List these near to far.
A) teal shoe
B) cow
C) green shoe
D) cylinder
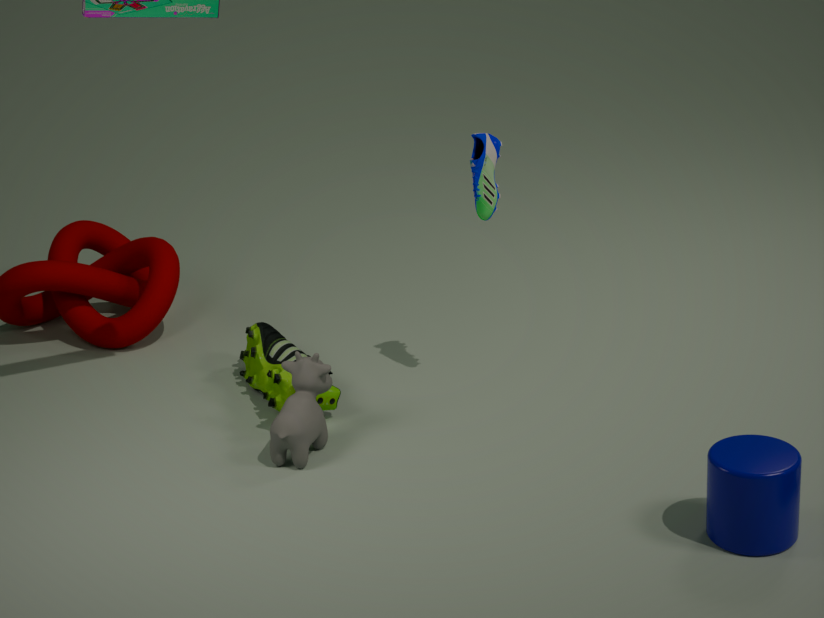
D. cylinder
B. cow
A. teal shoe
C. green shoe
